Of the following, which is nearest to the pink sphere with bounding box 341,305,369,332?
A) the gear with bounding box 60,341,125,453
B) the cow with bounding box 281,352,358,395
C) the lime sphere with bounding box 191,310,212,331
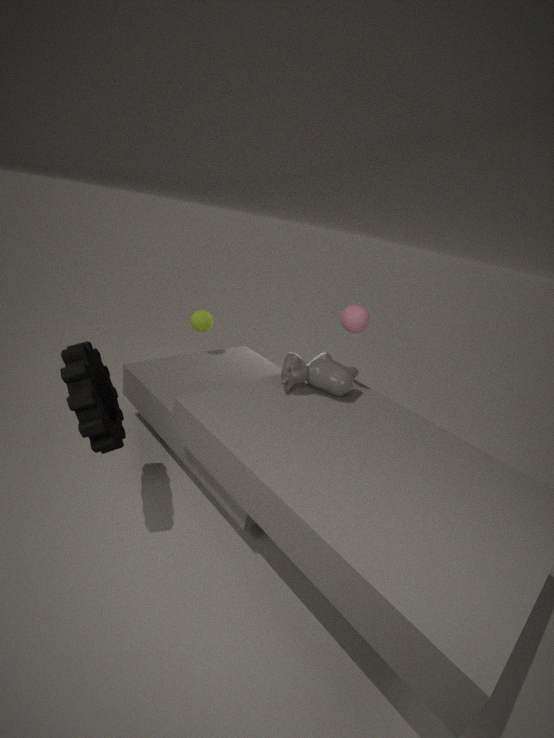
the cow with bounding box 281,352,358,395
